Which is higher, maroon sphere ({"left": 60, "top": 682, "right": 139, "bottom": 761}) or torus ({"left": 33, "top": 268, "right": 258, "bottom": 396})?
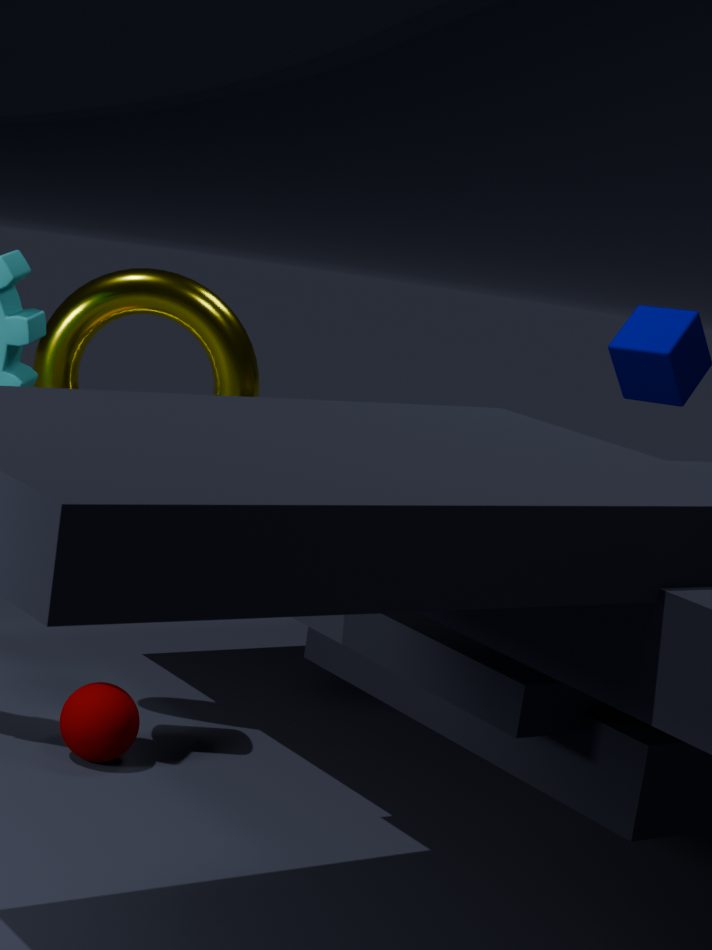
torus ({"left": 33, "top": 268, "right": 258, "bottom": 396})
